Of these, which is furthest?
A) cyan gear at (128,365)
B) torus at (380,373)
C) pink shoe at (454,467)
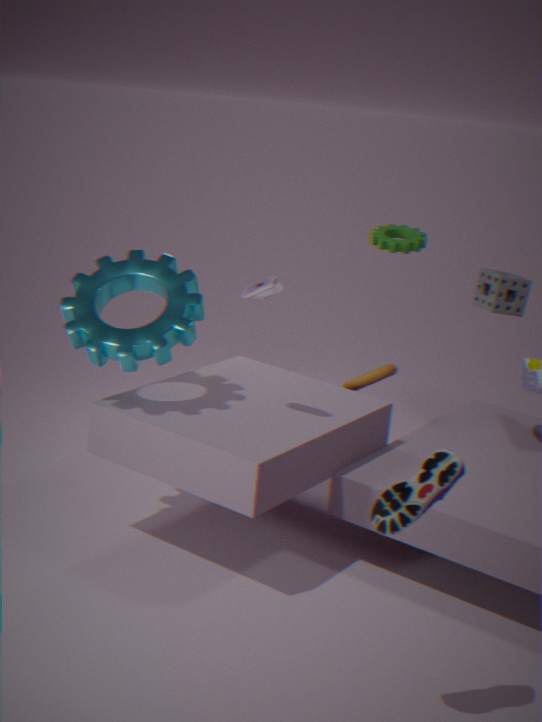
torus at (380,373)
